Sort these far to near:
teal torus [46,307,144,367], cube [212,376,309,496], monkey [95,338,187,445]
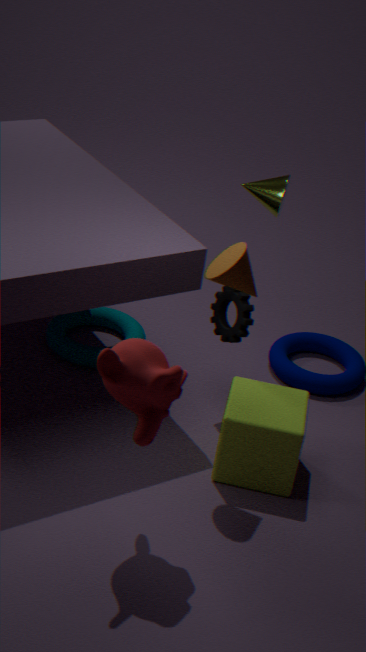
teal torus [46,307,144,367], cube [212,376,309,496], monkey [95,338,187,445]
